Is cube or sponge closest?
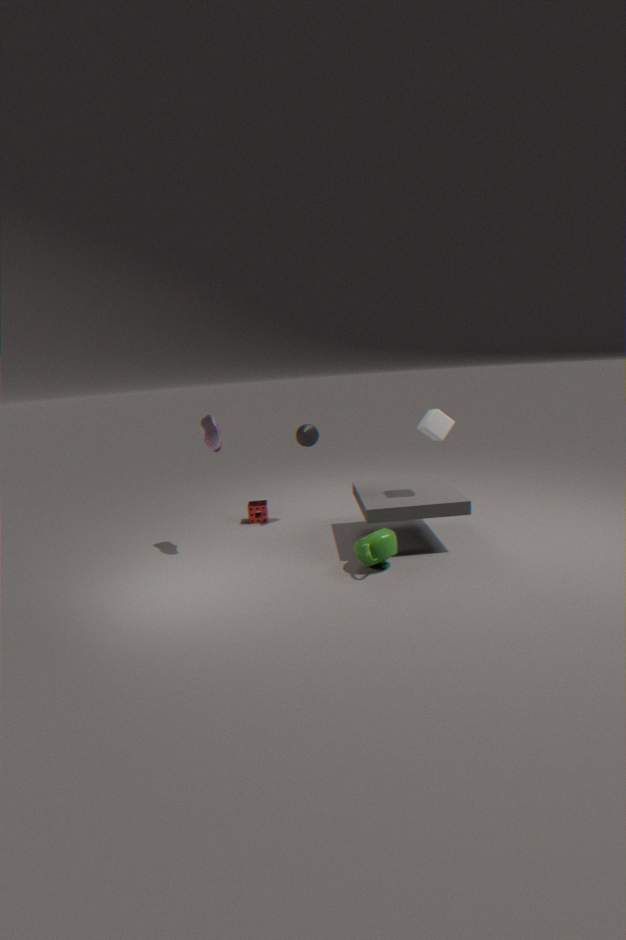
cube
